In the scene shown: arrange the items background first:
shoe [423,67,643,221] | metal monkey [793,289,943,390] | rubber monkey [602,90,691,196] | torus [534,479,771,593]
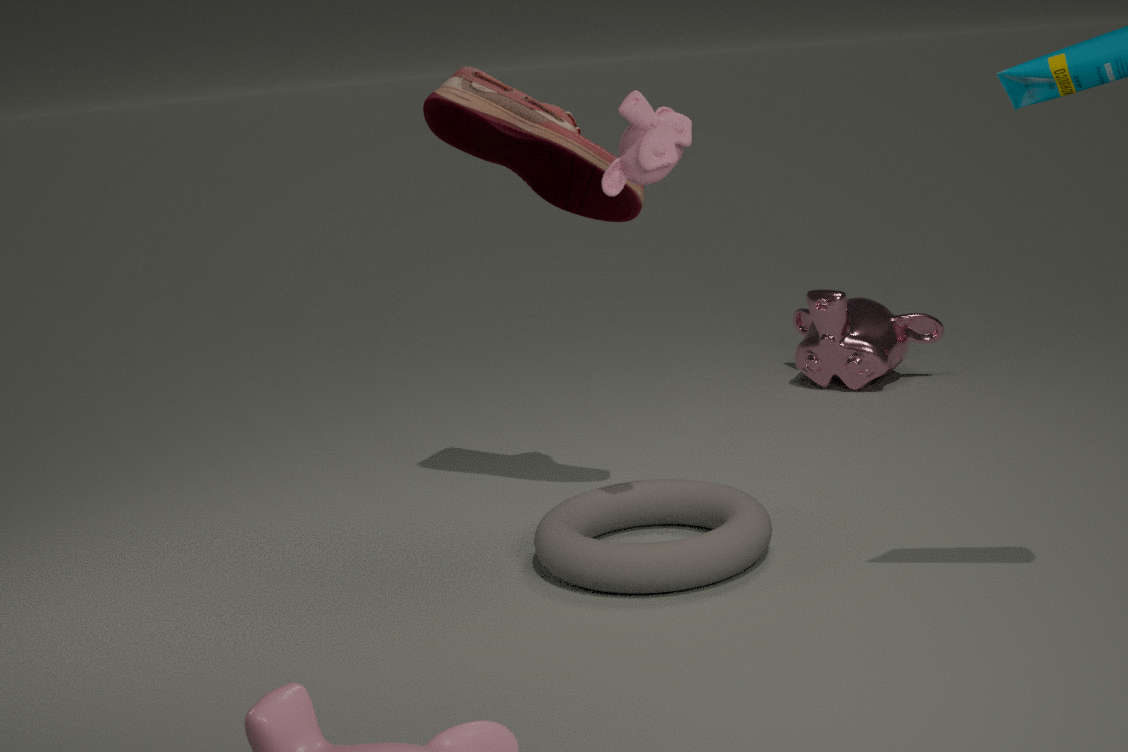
metal monkey [793,289,943,390] → shoe [423,67,643,221] → torus [534,479,771,593] → rubber monkey [602,90,691,196]
